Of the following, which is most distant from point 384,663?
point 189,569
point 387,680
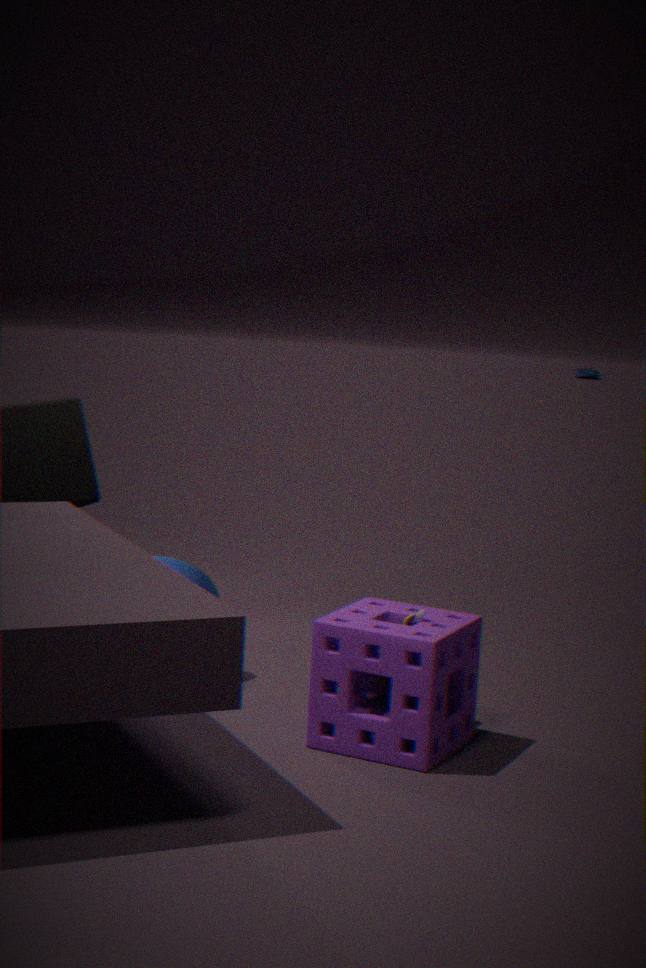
point 189,569
